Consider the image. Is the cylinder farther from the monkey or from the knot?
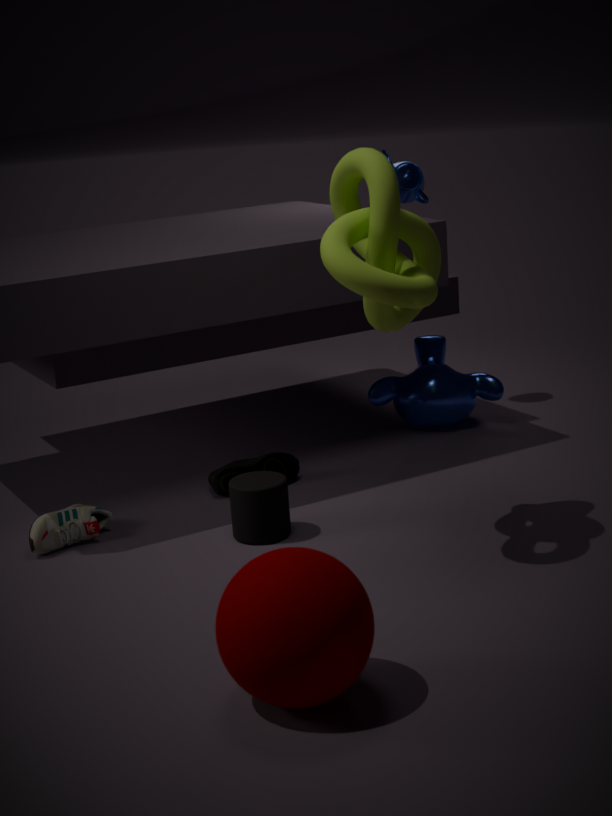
the monkey
